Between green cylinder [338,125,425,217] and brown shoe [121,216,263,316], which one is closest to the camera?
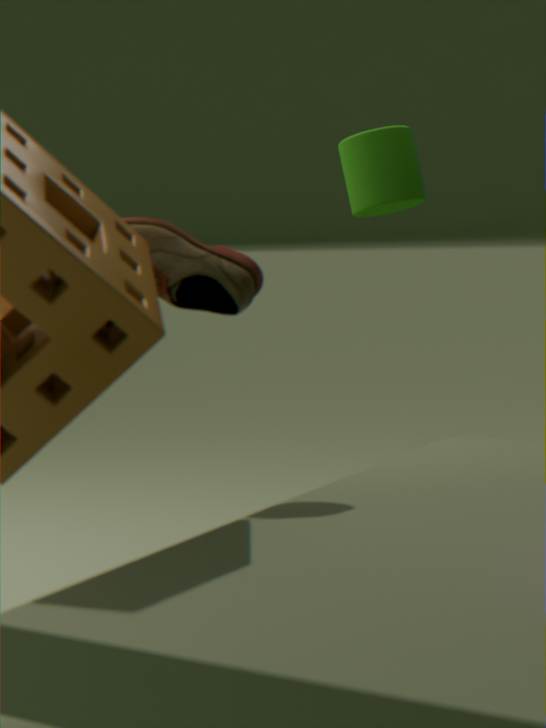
brown shoe [121,216,263,316]
